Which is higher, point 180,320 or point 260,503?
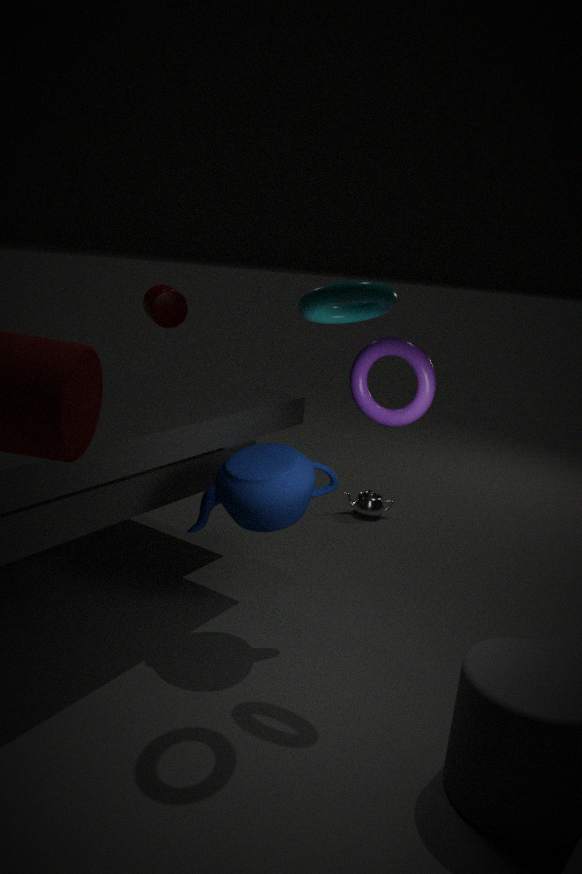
point 180,320
